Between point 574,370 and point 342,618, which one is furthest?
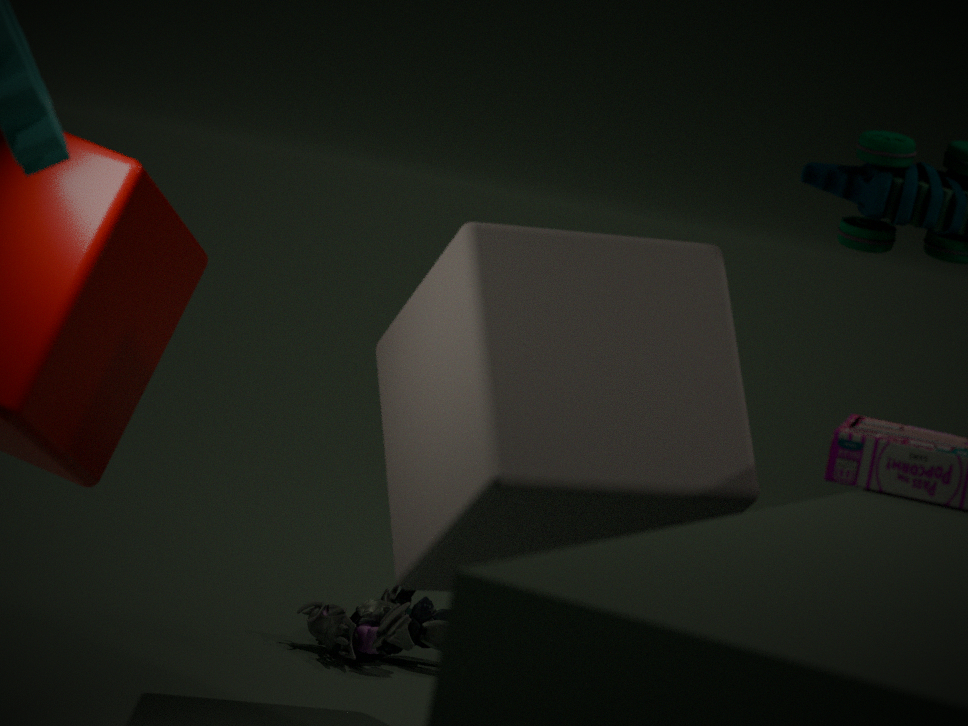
point 342,618
